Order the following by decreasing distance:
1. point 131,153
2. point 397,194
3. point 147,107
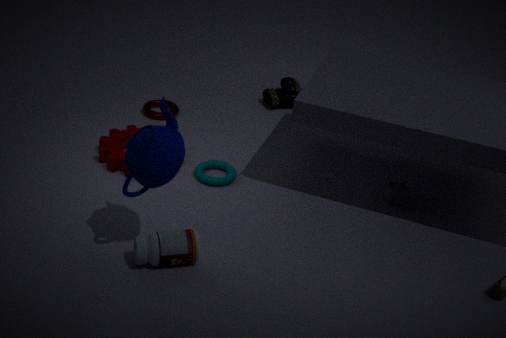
point 147,107 → point 397,194 → point 131,153
